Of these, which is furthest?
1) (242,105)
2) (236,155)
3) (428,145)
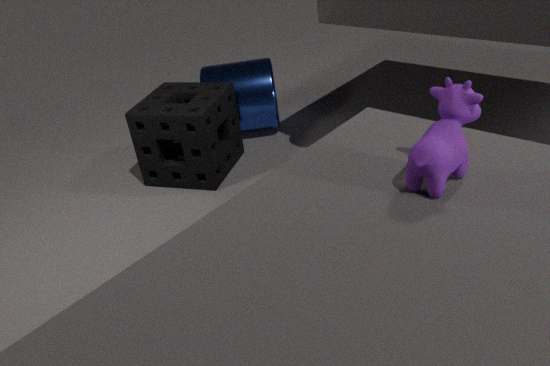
1. (242,105)
